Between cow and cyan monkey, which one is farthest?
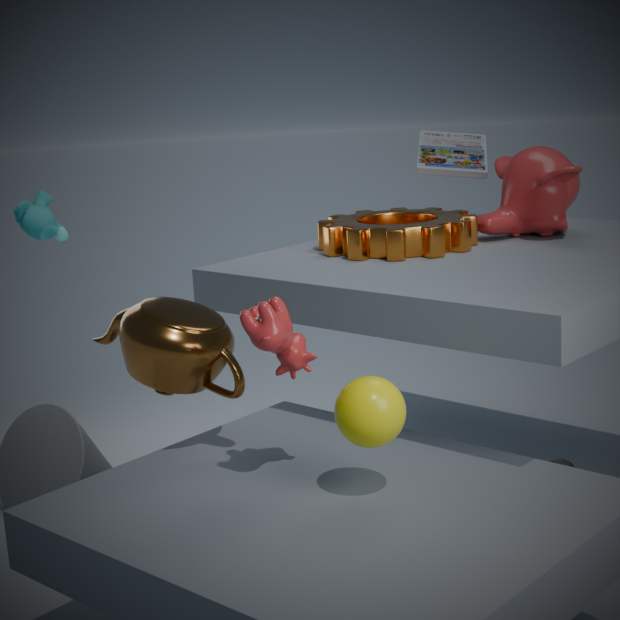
cyan monkey
